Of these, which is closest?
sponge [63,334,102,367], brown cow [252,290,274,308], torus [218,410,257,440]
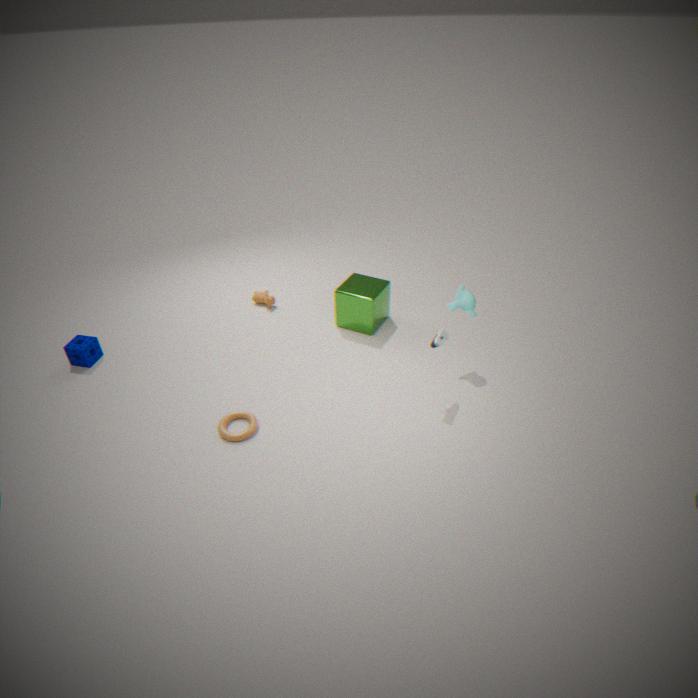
torus [218,410,257,440]
